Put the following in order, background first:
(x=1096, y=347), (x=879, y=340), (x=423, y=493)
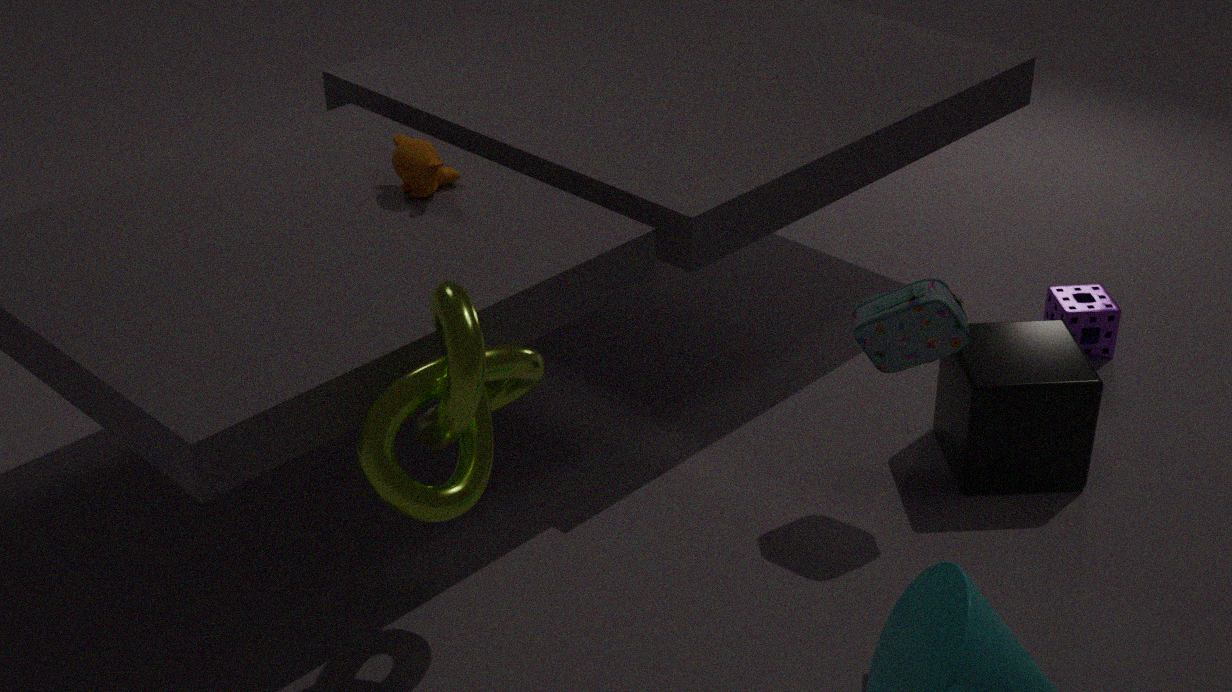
(x=1096, y=347), (x=879, y=340), (x=423, y=493)
